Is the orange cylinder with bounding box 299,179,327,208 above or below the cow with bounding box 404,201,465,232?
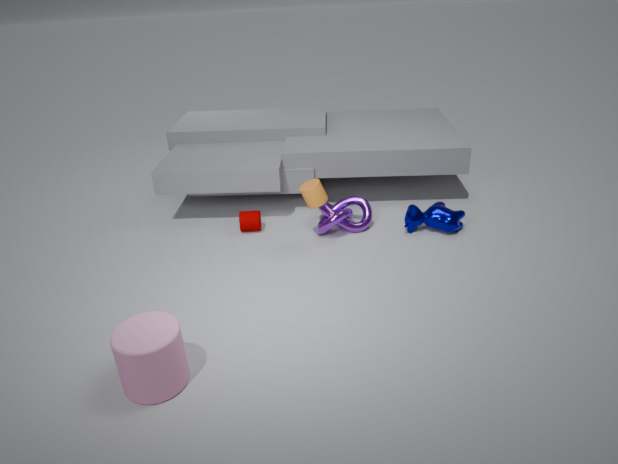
above
